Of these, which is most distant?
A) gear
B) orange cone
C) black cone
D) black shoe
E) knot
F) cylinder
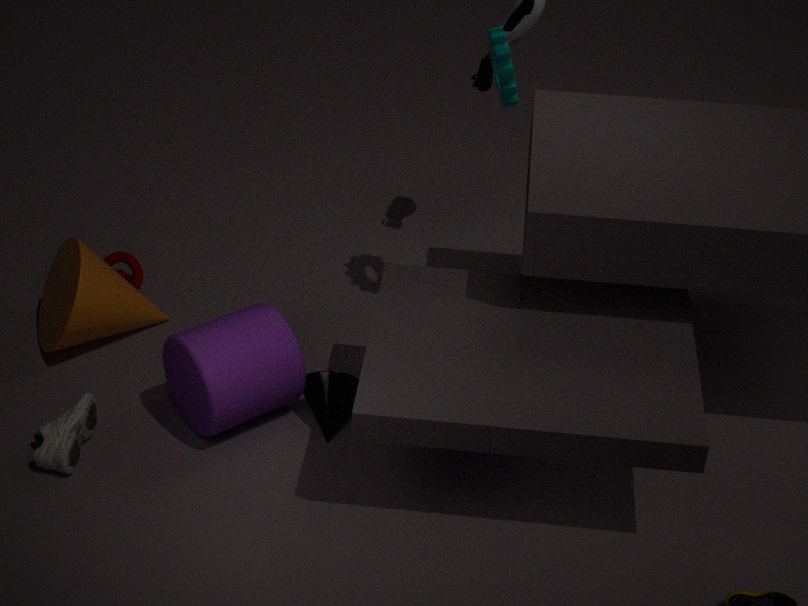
knot
